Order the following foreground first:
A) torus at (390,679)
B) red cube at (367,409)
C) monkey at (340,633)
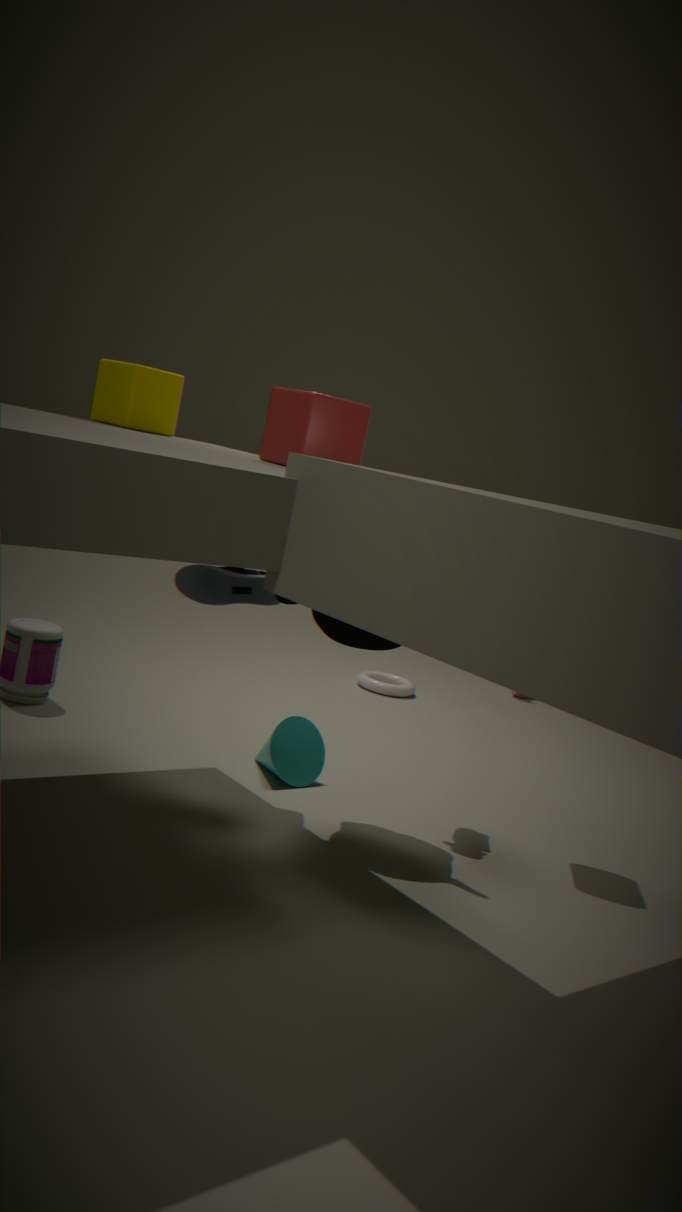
red cube at (367,409) < monkey at (340,633) < torus at (390,679)
